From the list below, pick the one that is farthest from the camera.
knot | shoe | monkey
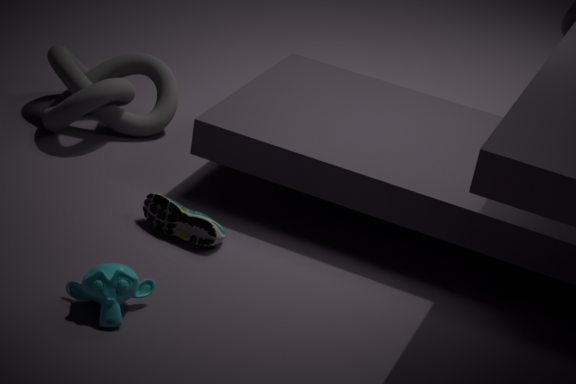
knot
